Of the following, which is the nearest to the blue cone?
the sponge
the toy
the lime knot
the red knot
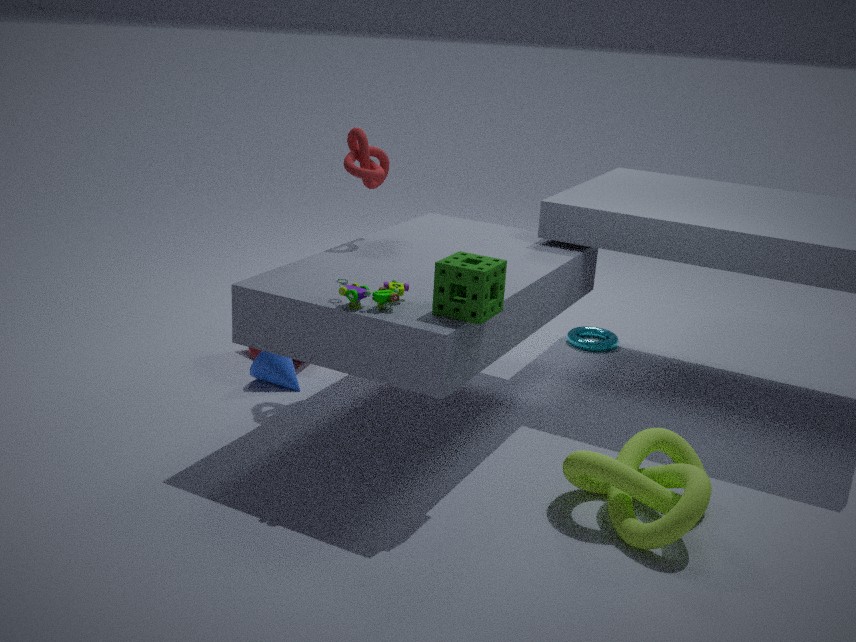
the red knot
